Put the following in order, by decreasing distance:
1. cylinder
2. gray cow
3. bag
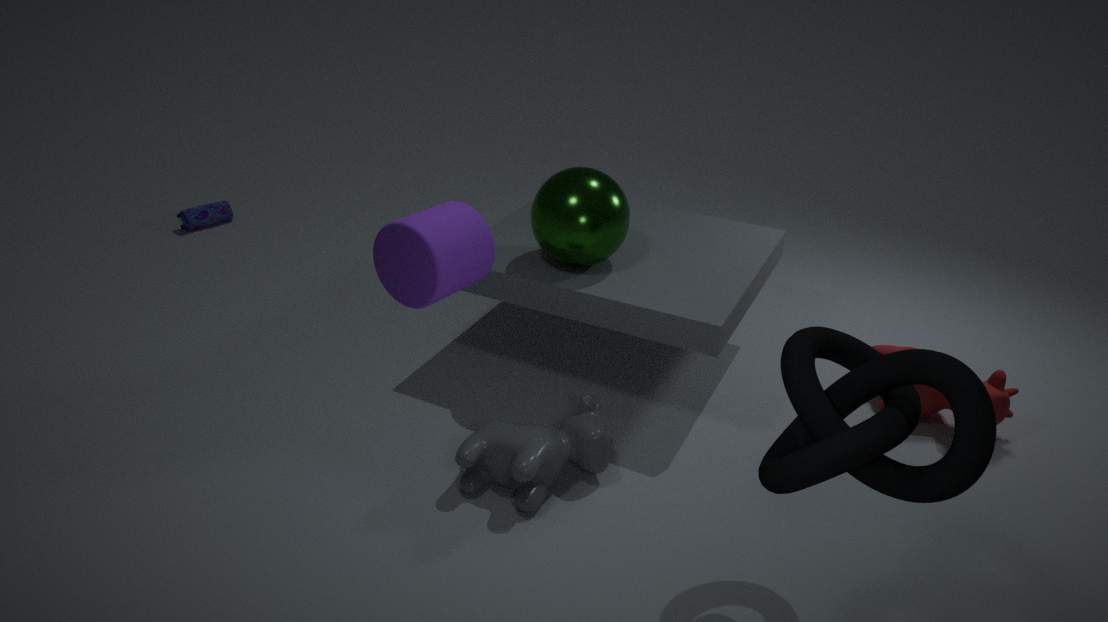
1. bag
2. gray cow
3. cylinder
